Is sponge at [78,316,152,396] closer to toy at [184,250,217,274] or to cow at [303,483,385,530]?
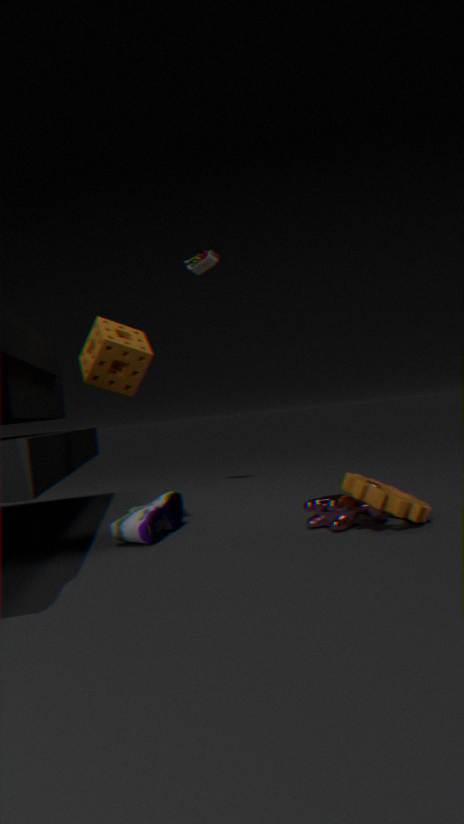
cow at [303,483,385,530]
